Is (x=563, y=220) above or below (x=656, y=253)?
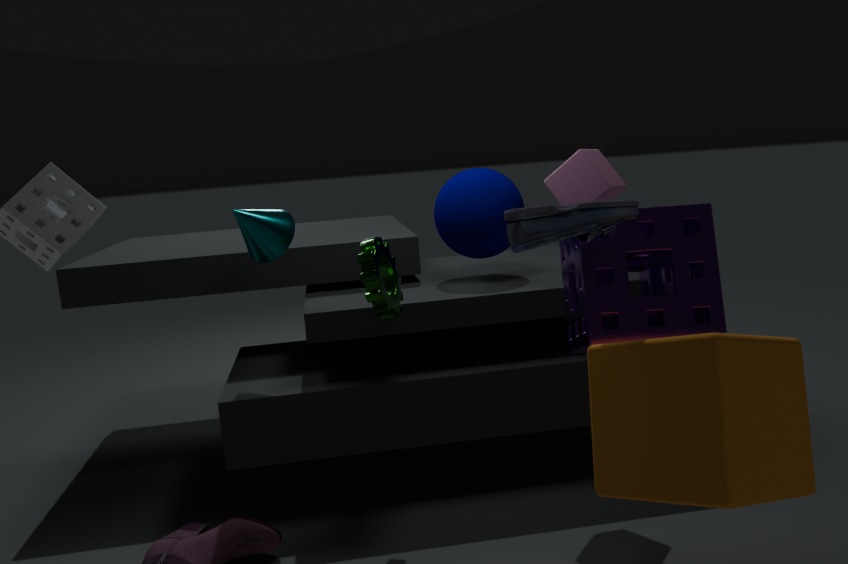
above
